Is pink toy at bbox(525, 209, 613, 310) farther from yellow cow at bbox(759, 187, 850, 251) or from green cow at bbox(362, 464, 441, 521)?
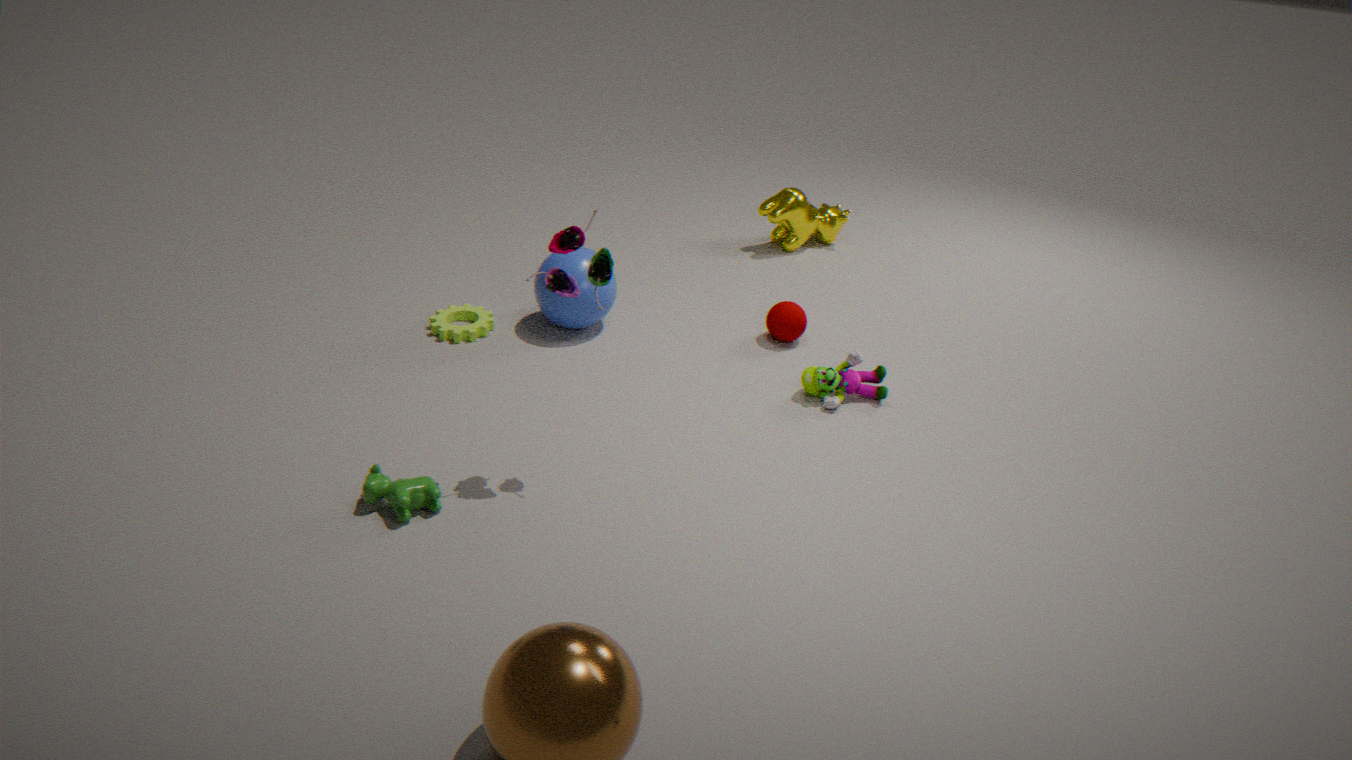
yellow cow at bbox(759, 187, 850, 251)
